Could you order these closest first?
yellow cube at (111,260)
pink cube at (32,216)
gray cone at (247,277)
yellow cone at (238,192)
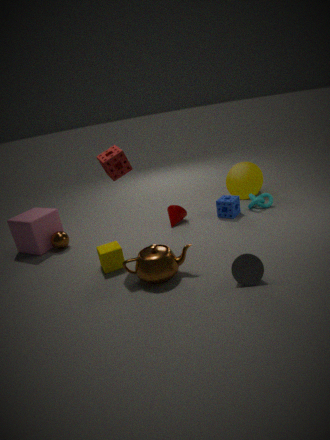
1. gray cone at (247,277)
2. yellow cube at (111,260)
3. pink cube at (32,216)
4. yellow cone at (238,192)
